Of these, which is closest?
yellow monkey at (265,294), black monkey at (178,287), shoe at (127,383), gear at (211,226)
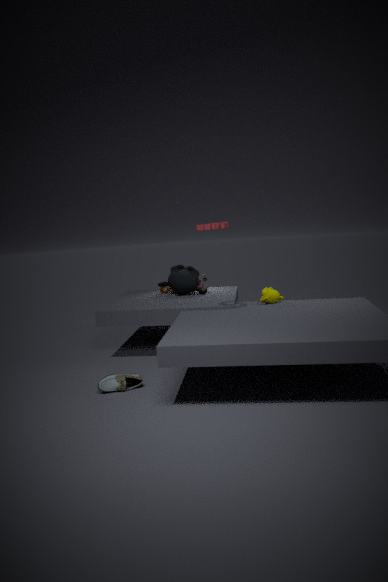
shoe at (127,383)
